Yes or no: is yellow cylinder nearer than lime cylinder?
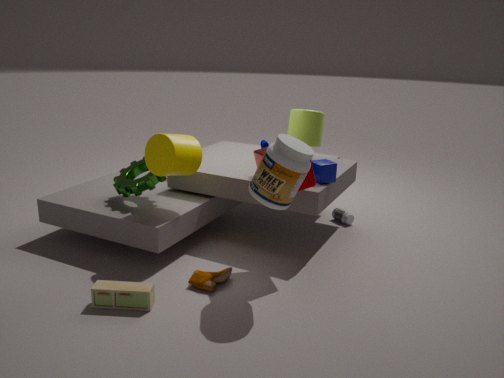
Yes
